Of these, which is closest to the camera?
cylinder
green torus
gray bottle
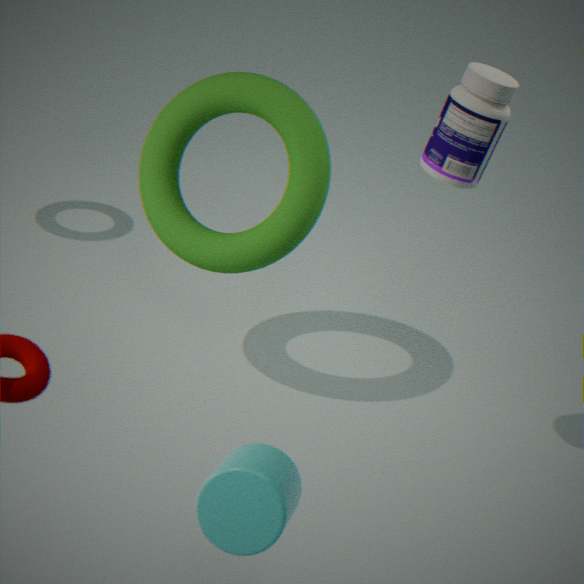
cylinder
